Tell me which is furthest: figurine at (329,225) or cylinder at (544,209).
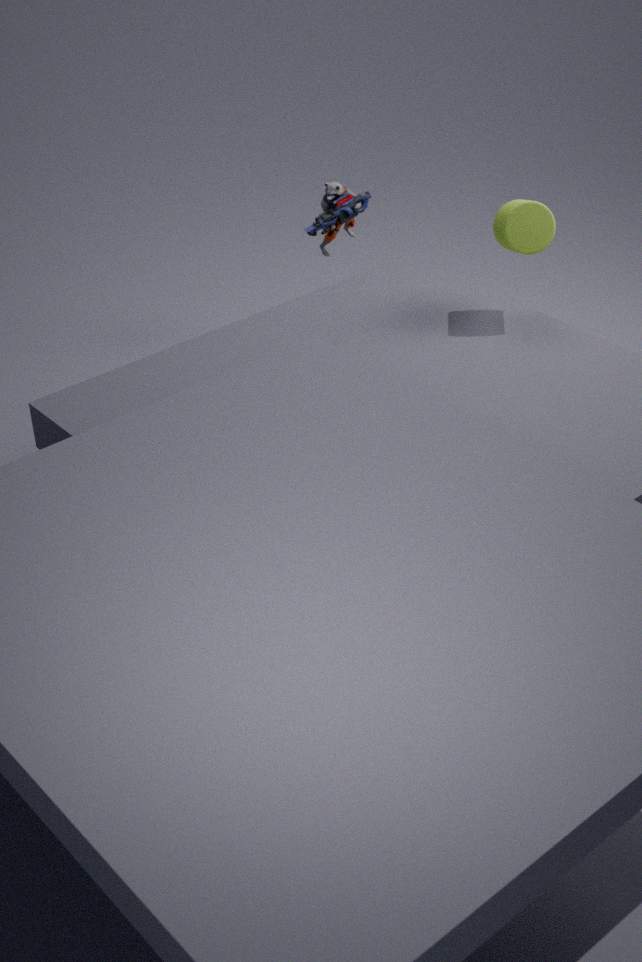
figurine at (329,225)
